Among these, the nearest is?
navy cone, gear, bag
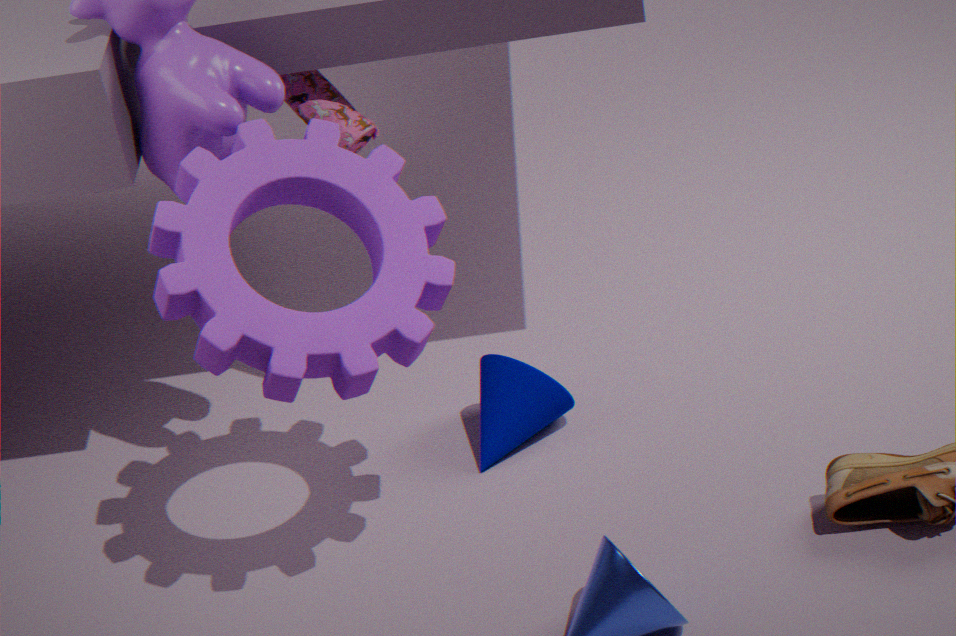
gear
